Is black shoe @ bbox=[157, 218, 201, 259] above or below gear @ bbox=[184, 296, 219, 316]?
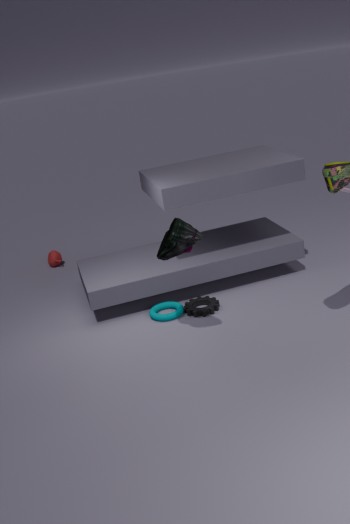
above
